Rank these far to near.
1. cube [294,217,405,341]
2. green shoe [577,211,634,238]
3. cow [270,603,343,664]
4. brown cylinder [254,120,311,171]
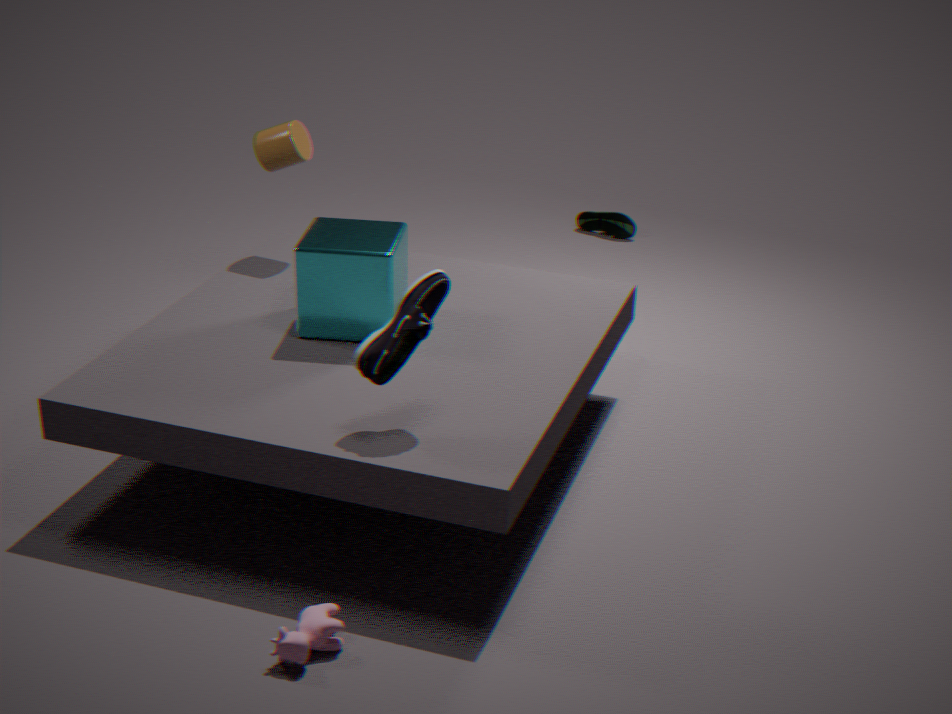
green shoe [577,211,634,238] < brown cylinder [254,120,311,171] < cube [294,217,405,341] < cow [270,603,343,664]
